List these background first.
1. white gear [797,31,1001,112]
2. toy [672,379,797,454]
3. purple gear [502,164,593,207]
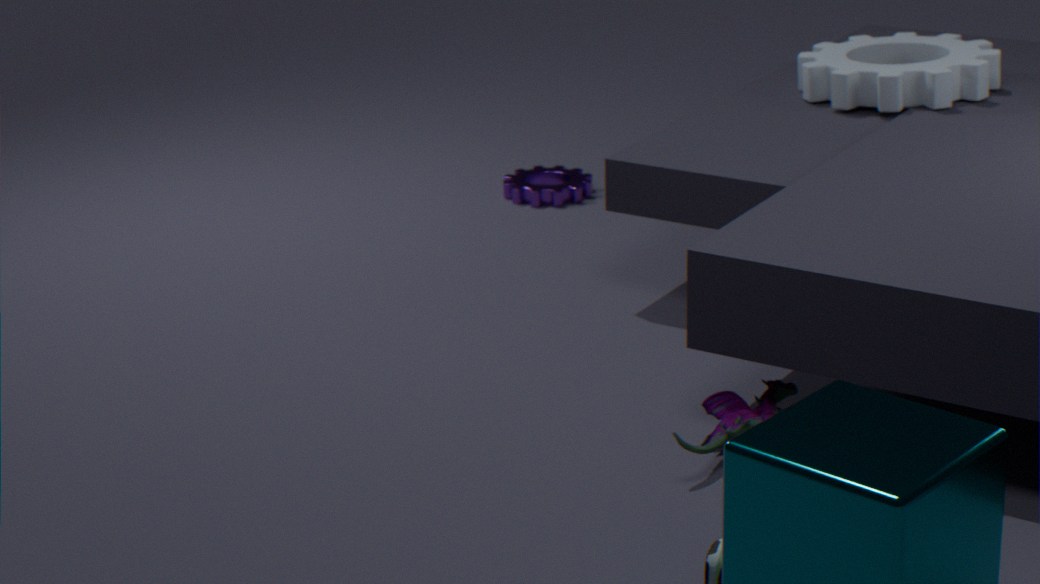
purple gear [502,164,593,207]
white gear [797,31,1001,112]
toy [672,379,797,454]
